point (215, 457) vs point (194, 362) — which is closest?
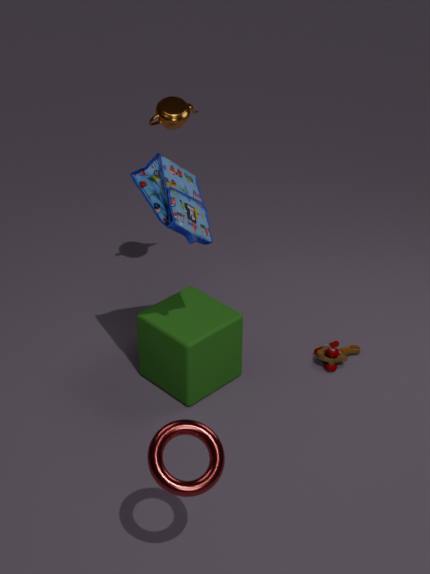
point (215, 457)
